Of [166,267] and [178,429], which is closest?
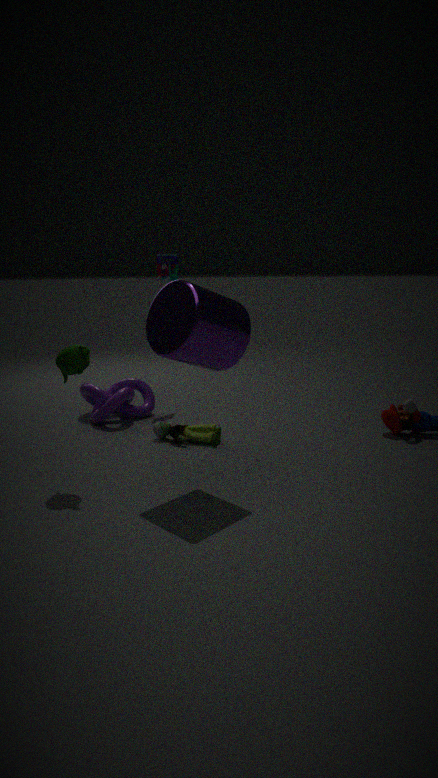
[178,429]
